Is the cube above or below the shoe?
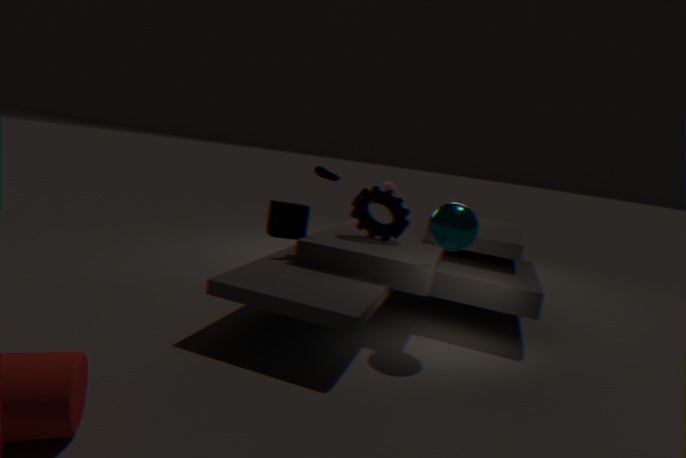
below
